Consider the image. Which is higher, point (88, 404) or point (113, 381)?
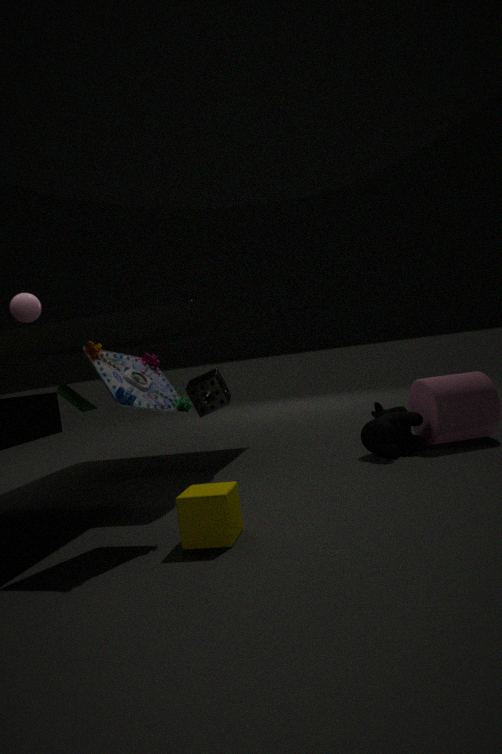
point (113, 381)
